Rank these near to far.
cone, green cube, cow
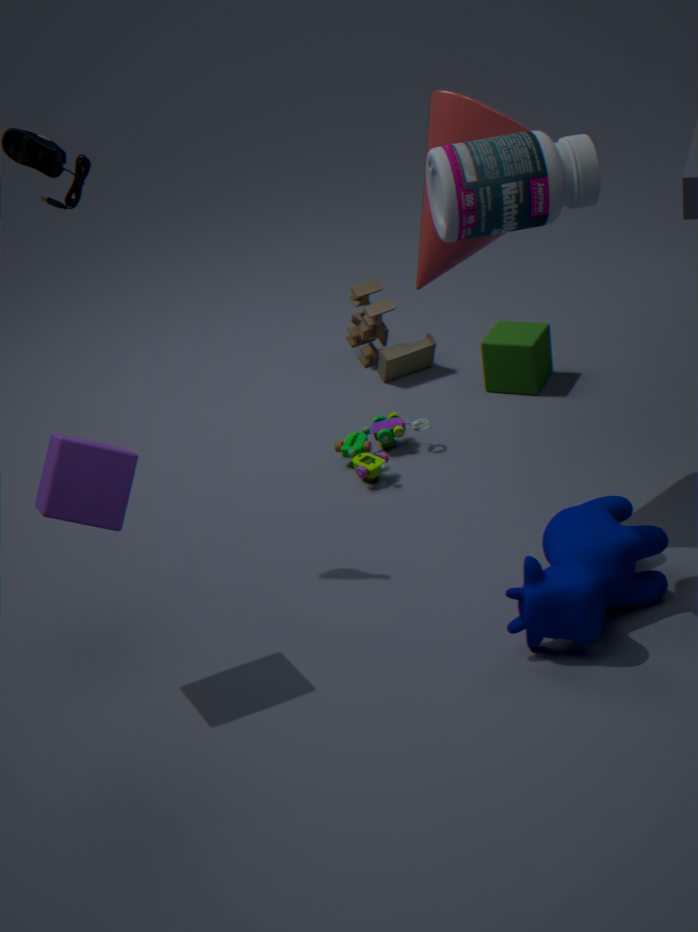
cow, cone, green cube
